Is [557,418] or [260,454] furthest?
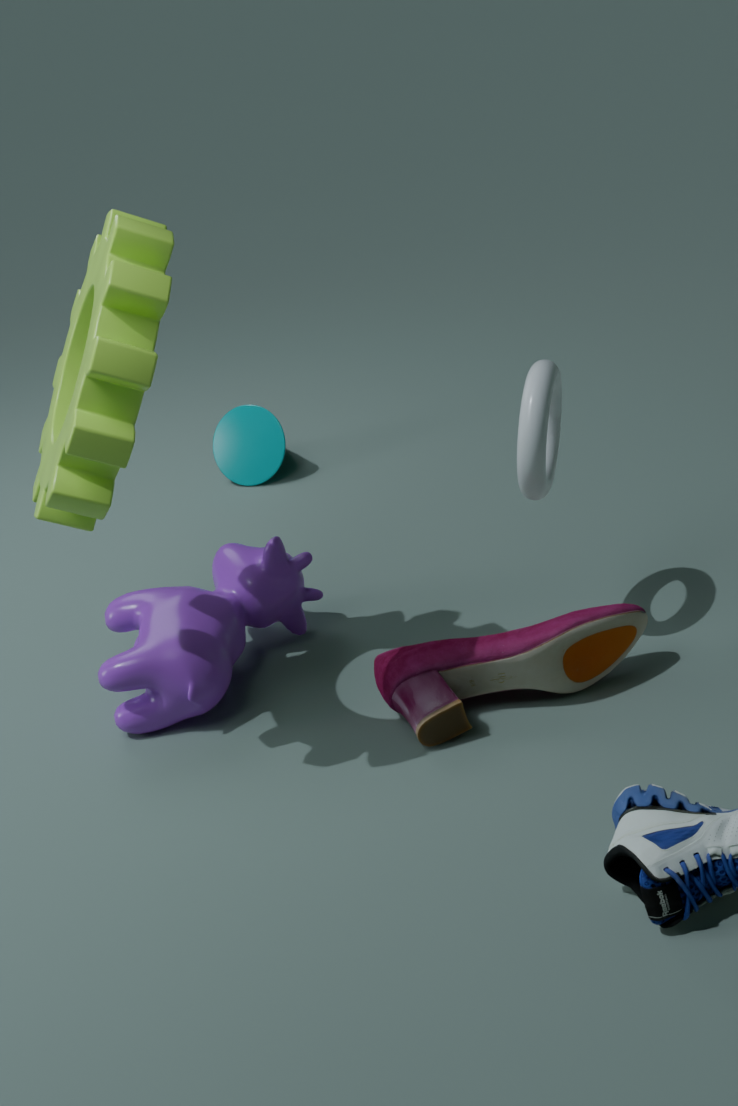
[260,454]
